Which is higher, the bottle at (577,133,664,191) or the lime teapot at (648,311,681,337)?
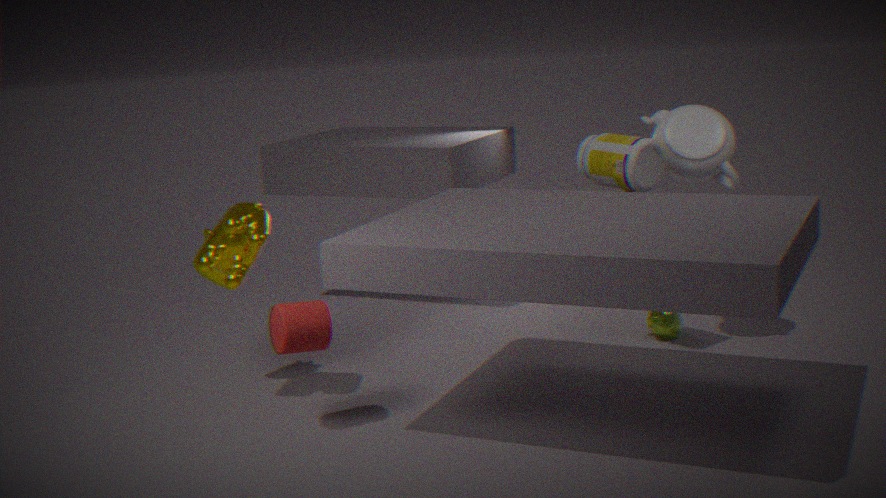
the bottle at (577,133,664,191)
